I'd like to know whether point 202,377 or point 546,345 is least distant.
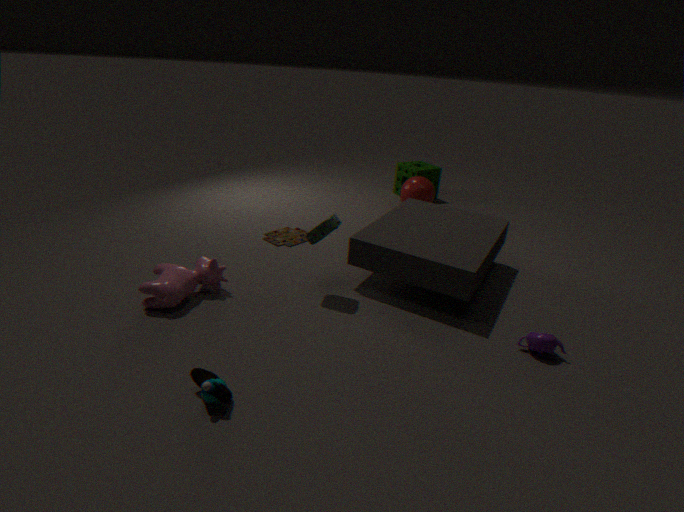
point 202,377
